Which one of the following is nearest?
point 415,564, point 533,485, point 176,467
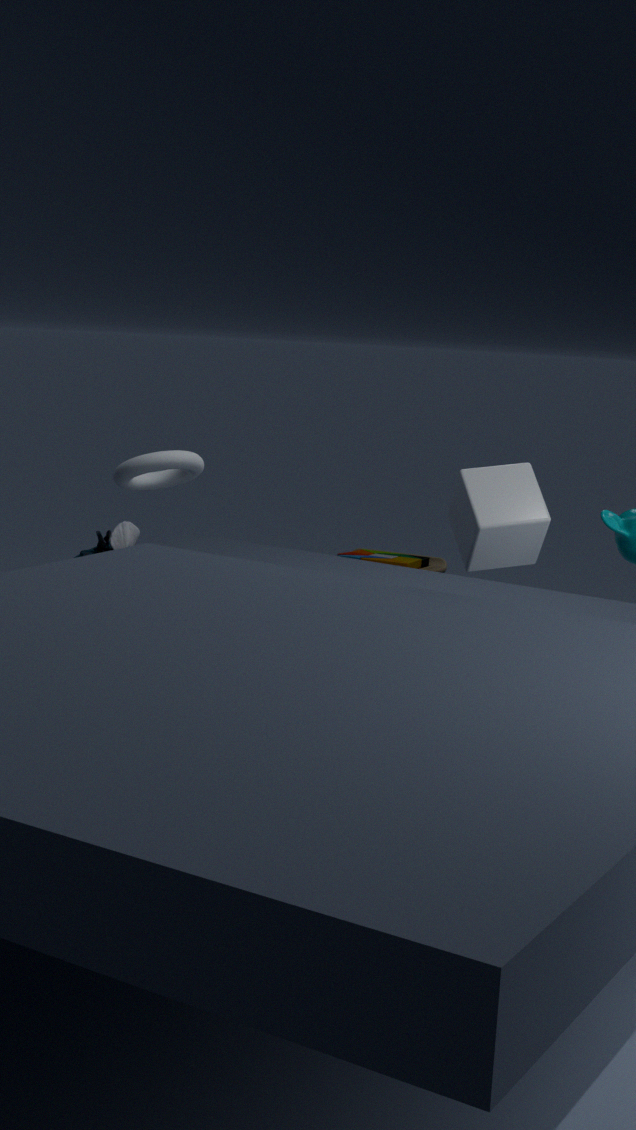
point 533,485
